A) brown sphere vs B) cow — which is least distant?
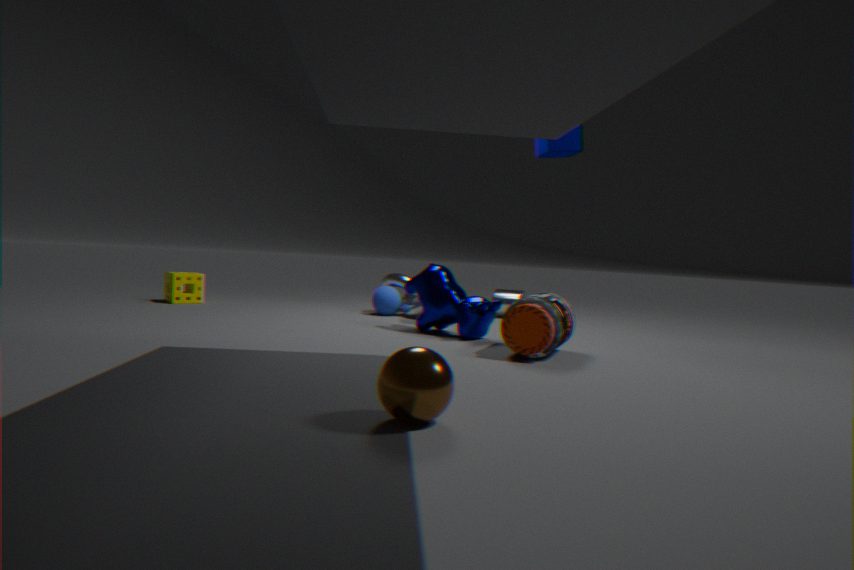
A. brown sphere
